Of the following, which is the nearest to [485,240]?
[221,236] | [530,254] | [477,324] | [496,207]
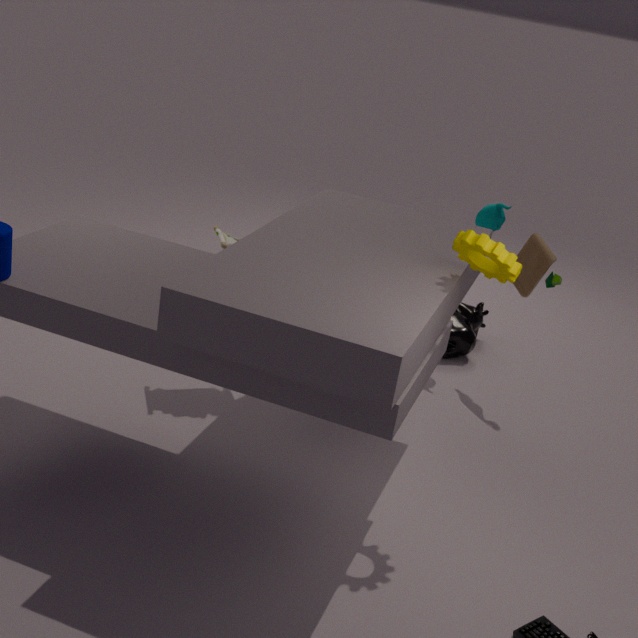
[221,236]
